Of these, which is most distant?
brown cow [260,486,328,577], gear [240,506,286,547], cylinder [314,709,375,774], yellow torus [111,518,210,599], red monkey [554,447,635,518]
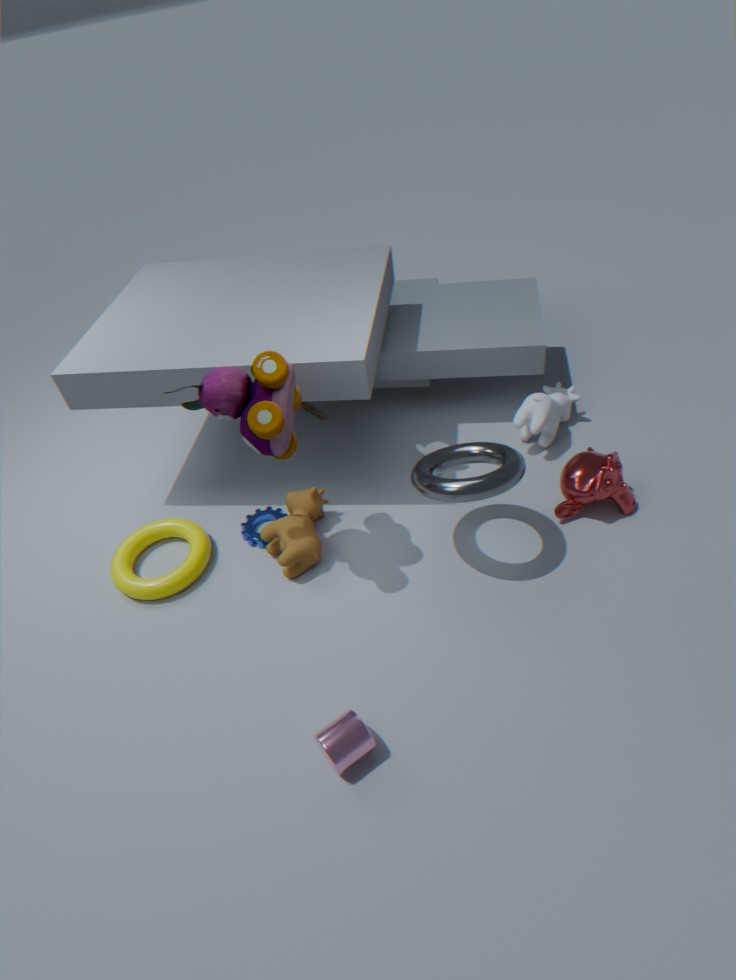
gear [240,506,286,547]
